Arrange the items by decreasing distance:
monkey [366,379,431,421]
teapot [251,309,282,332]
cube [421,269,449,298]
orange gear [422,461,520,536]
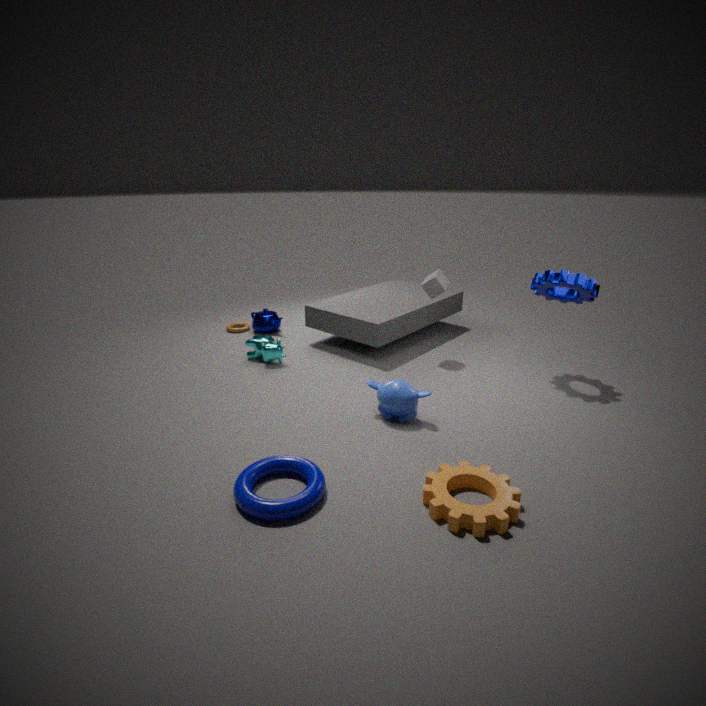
teapot [251,309,282,332], cube [421,269,449,298], monkey [366,379,431,421], orange gear [422,461,520,536]
